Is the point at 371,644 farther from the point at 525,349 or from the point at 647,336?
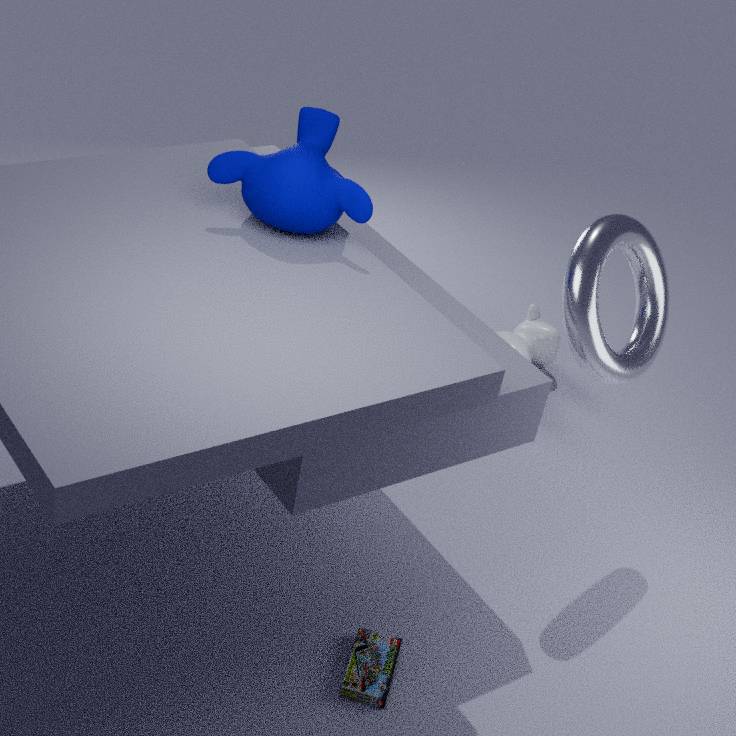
the point at 525,349
